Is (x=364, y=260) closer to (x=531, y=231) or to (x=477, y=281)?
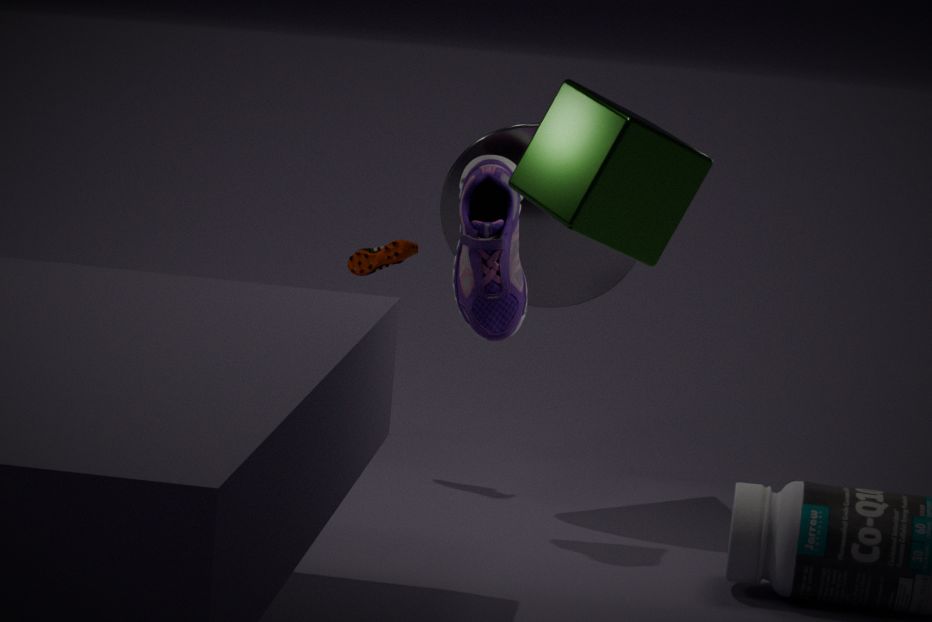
(x=531, y=231)
